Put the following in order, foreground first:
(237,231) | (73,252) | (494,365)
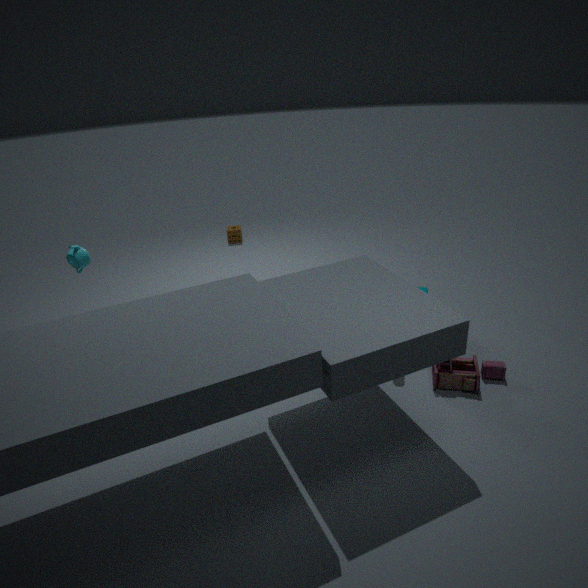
(73,252) → (494,365) → (237,231)
